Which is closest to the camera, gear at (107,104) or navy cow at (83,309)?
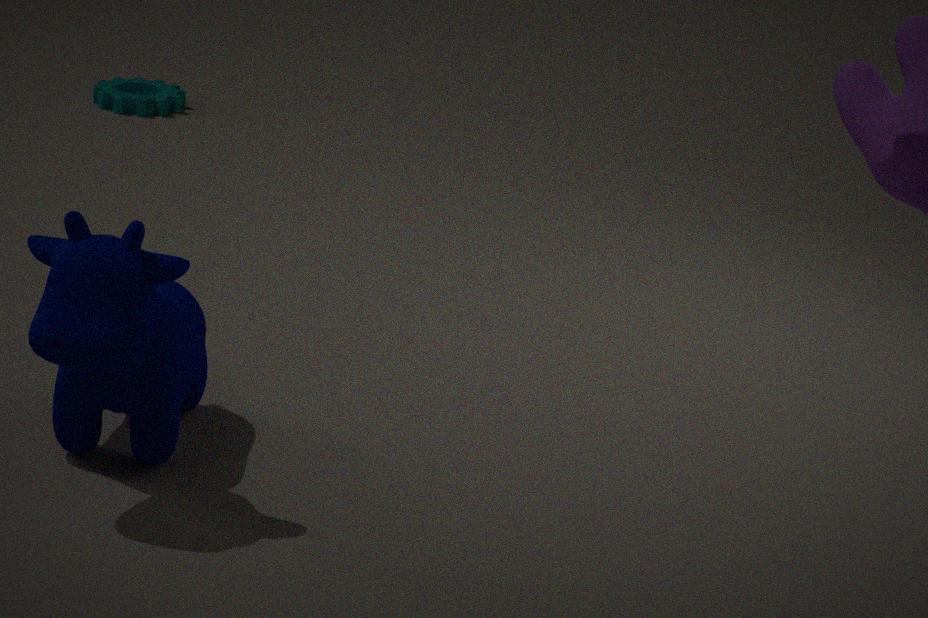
navy cow at (83,309)
